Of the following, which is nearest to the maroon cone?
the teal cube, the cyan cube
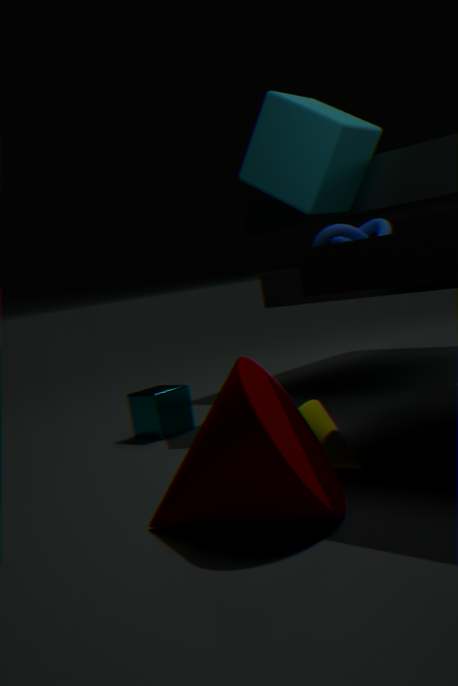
the teal cube
